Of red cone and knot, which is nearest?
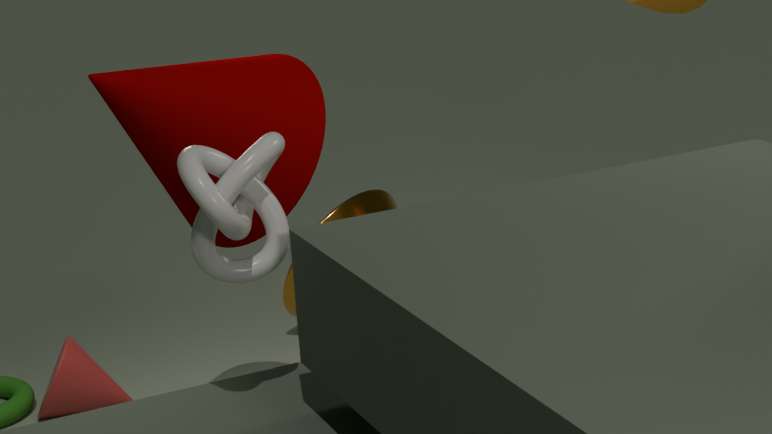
knot
